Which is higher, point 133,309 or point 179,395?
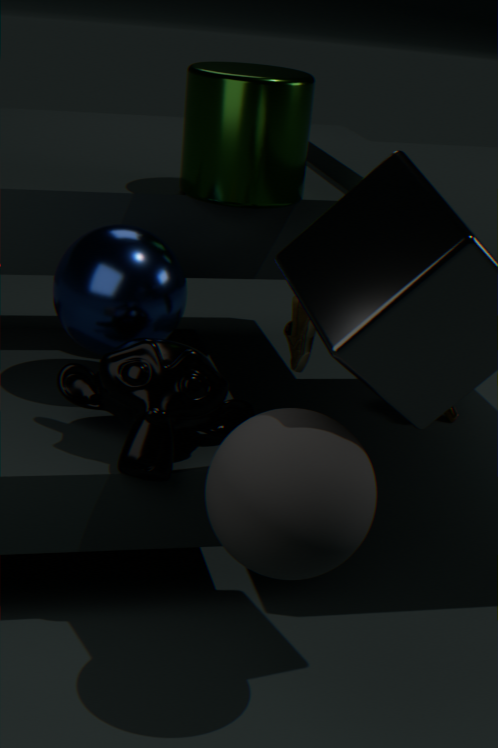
point 133,309
